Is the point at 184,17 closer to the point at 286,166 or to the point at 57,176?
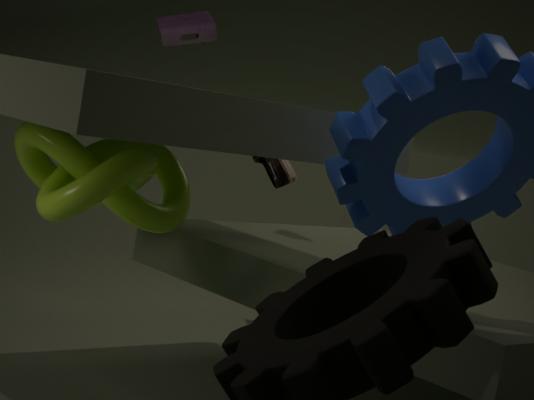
the point at 286,166
